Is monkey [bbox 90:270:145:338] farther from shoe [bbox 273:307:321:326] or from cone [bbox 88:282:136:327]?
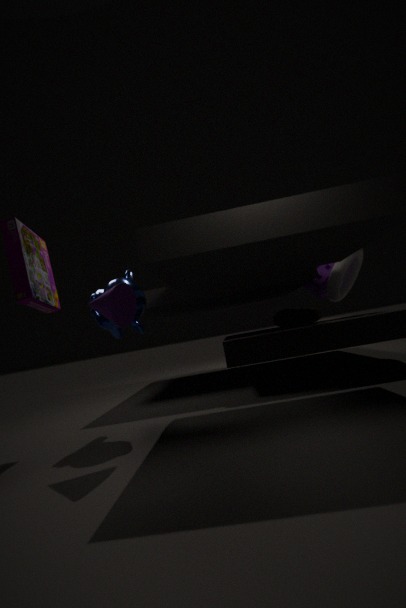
shoe [bbox 273:307:321:326]
